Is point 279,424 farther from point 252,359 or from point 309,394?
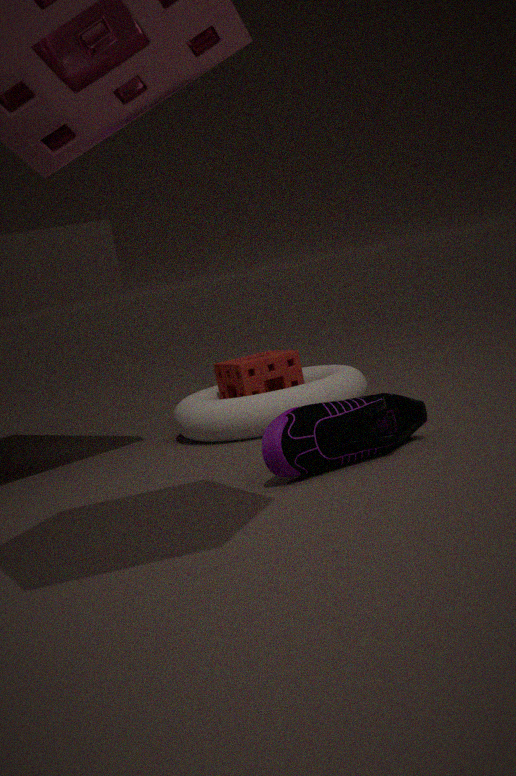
point 252,359
